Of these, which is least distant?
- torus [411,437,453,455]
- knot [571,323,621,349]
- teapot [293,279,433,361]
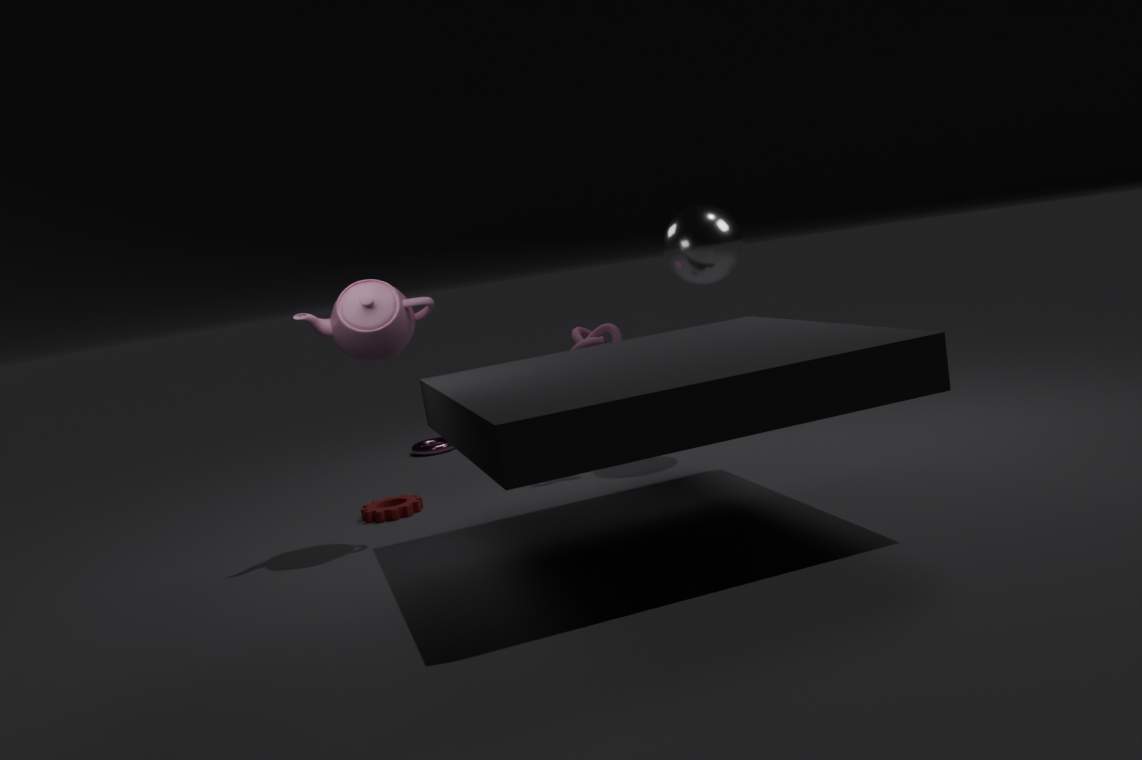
teapot [293,279,433,361]
